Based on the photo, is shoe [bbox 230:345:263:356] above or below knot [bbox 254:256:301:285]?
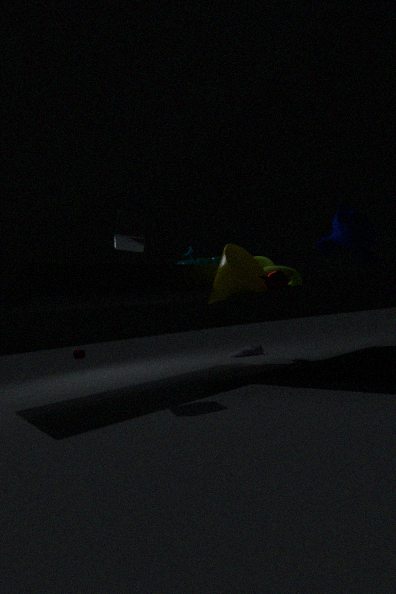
below
